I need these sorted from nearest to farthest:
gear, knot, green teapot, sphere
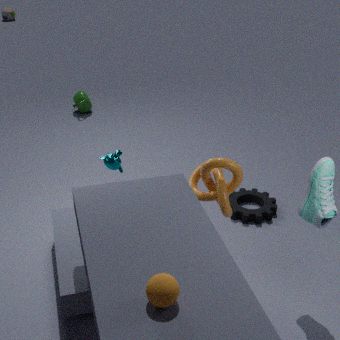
sphere < knot < gear < green teapot
